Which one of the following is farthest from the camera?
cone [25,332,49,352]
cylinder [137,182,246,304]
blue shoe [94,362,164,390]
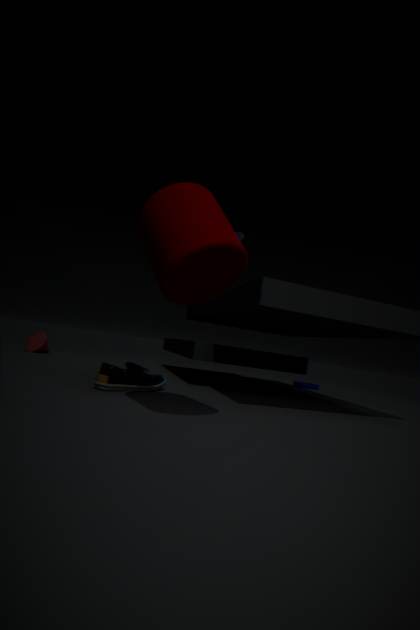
cone [25,332,49,352]
